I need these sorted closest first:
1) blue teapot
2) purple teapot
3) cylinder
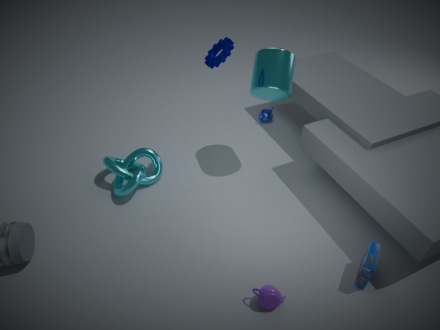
2. purple teapot, 3. cylinder, 1. blue teapot
